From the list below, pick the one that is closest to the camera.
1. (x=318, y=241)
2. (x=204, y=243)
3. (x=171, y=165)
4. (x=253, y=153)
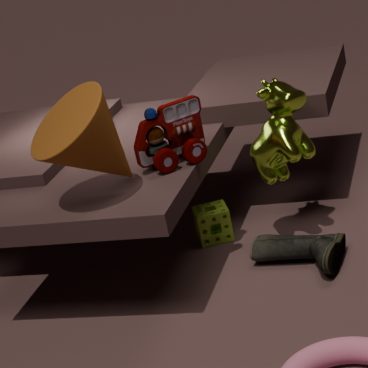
(x=171, y=165)
